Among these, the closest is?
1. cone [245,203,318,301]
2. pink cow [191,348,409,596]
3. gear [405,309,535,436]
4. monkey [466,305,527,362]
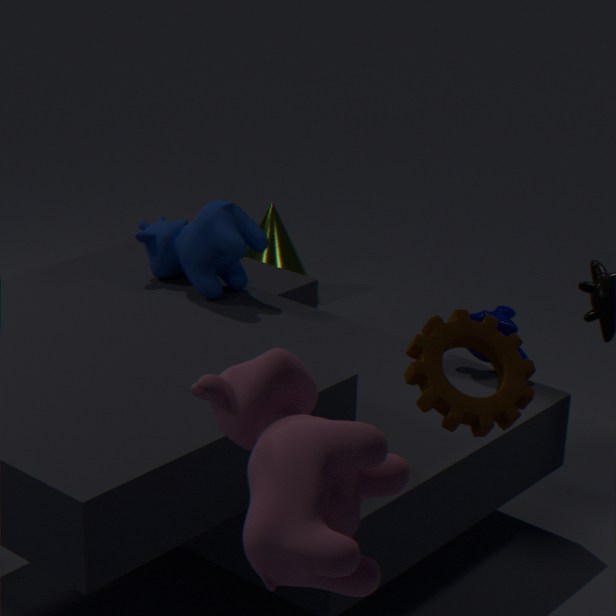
pink cow [191,348,409,596]
